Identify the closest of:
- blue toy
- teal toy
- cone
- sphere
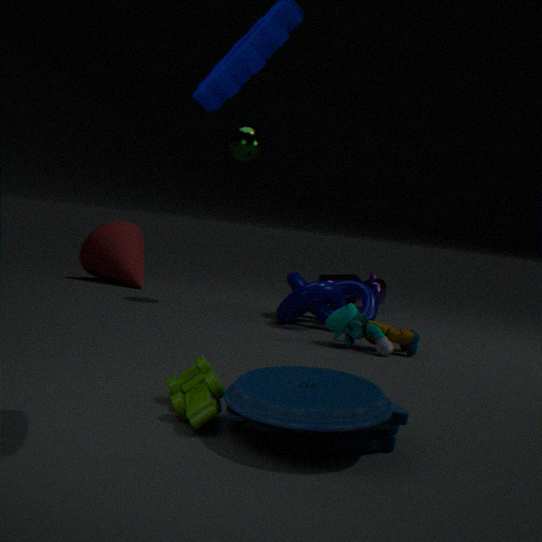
blue toy
